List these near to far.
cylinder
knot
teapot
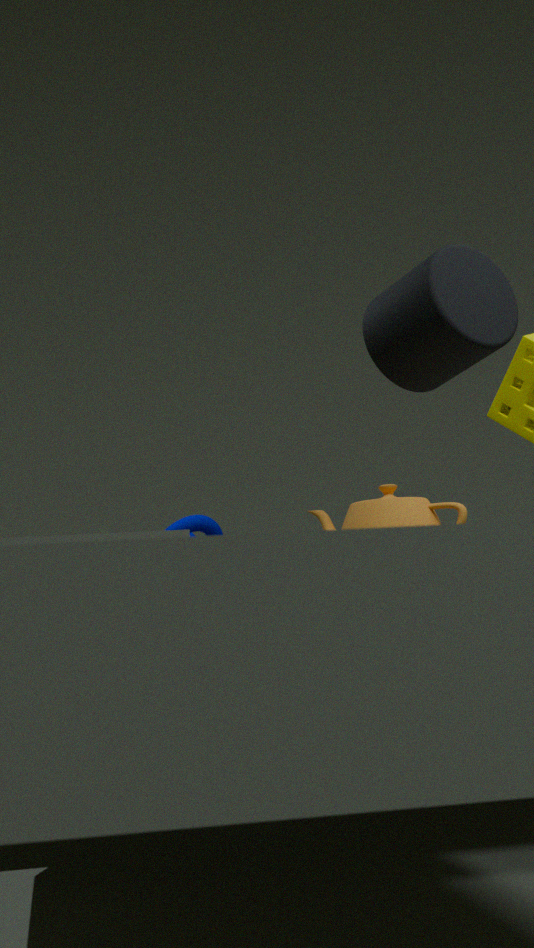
cylinder → teapot → knot
